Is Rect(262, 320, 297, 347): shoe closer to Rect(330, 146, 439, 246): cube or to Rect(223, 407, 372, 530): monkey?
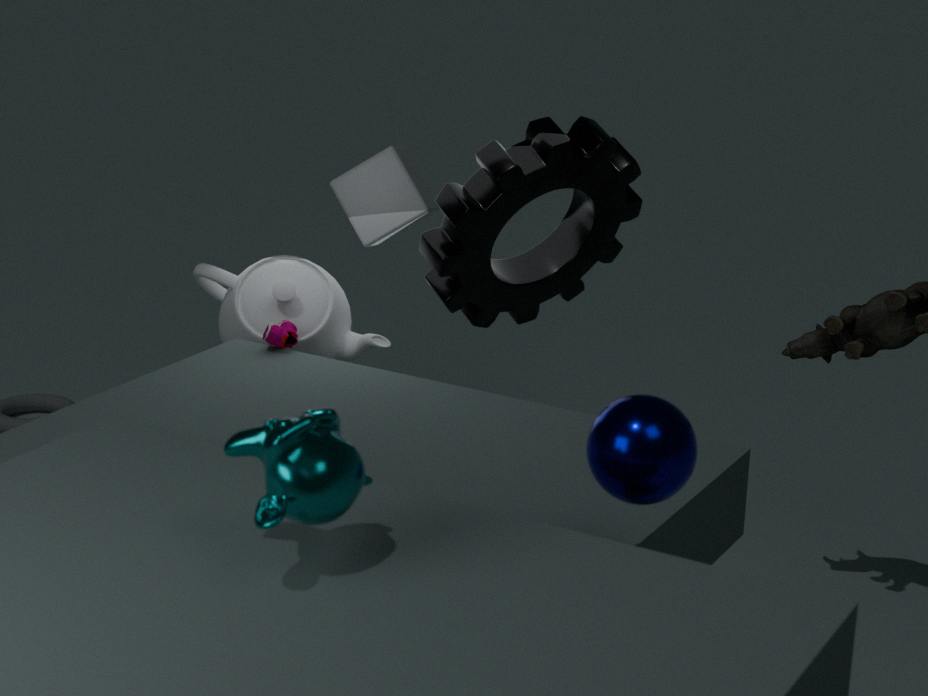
Rect(330, 146, 439, 246): cube
